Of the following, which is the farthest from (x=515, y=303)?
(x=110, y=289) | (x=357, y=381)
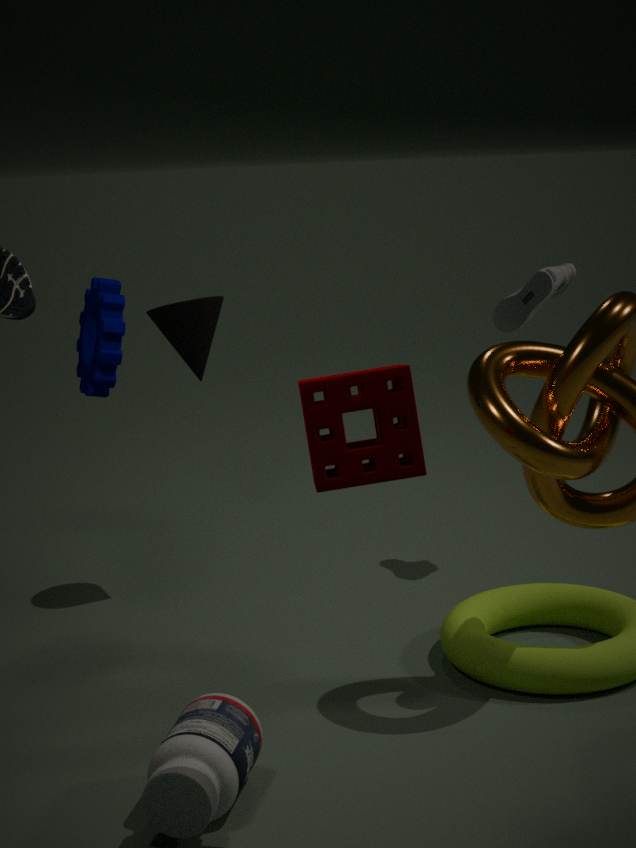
(x=357, y=381)
